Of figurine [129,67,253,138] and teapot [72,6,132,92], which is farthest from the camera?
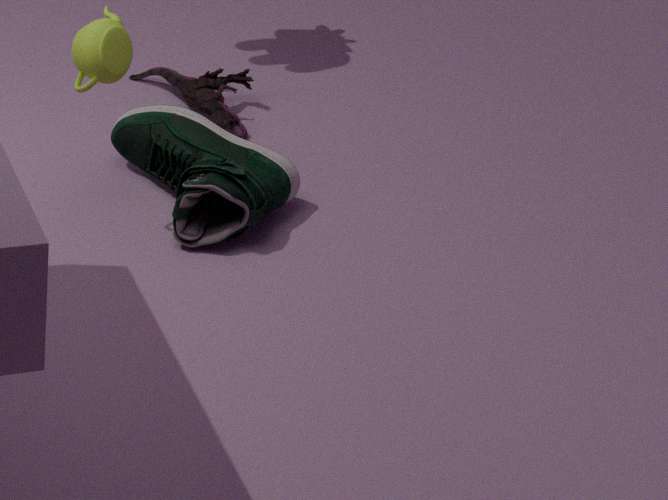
figurine [129,67,253,138]
